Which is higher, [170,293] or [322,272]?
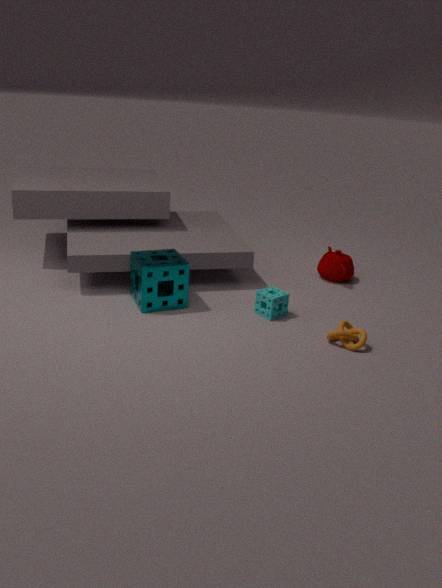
[170,293]
